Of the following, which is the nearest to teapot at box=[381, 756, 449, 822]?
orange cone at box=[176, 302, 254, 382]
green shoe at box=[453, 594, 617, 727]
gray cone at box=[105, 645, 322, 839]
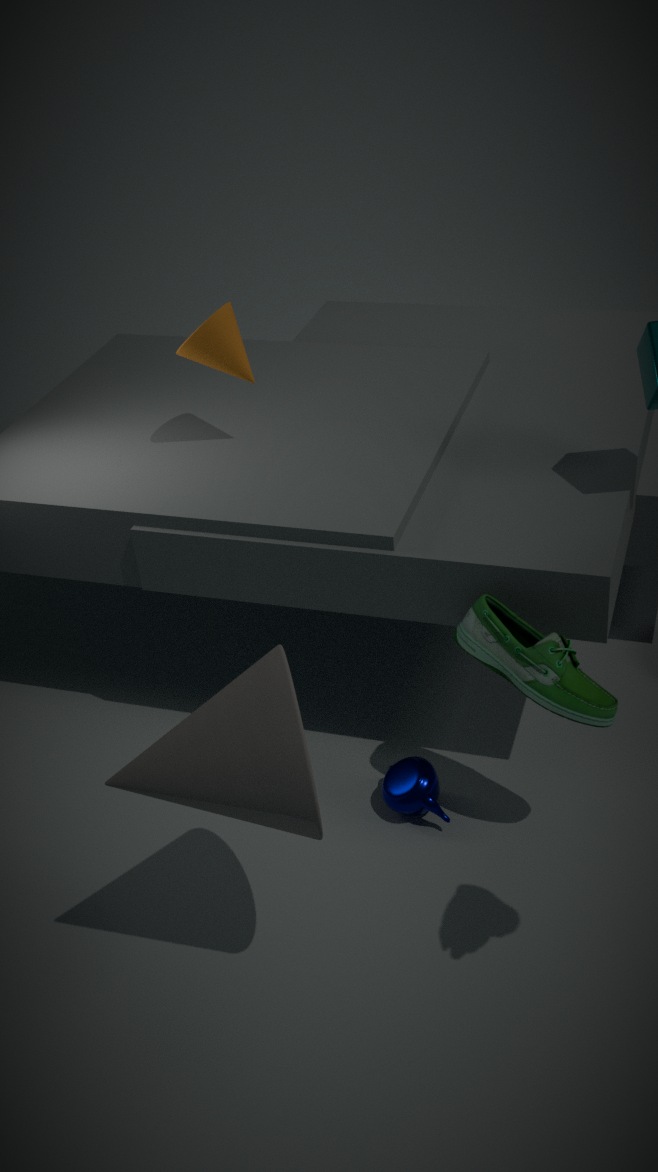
green shoe at box=[453, 594, 617, 727]
